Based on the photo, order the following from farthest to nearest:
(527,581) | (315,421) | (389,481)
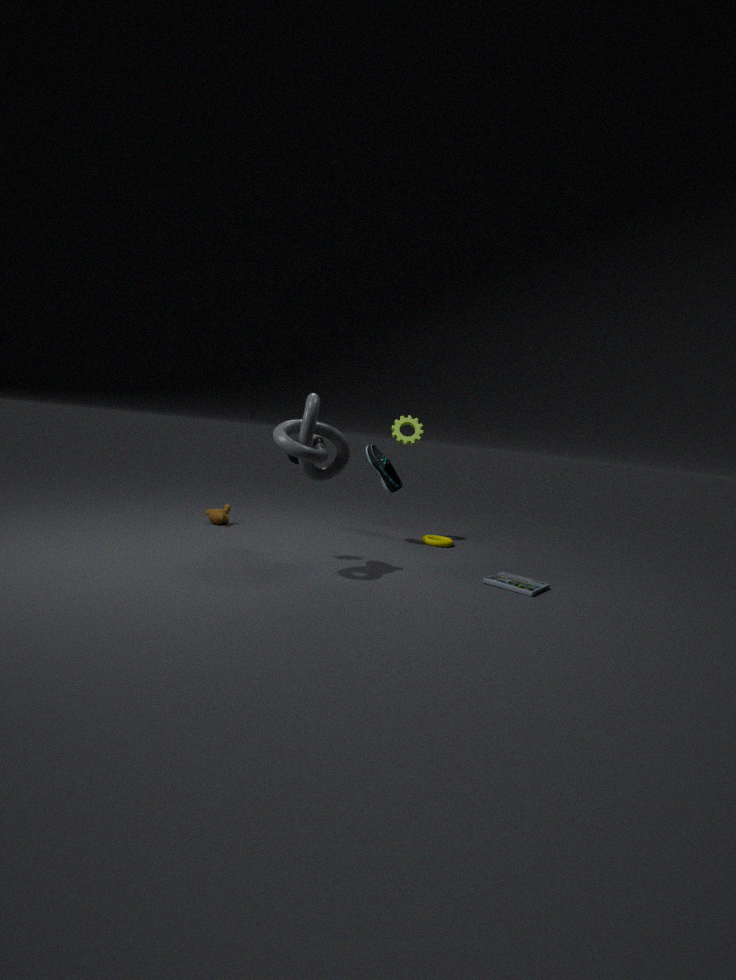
(389,481)
(527,581)
(315,421)
